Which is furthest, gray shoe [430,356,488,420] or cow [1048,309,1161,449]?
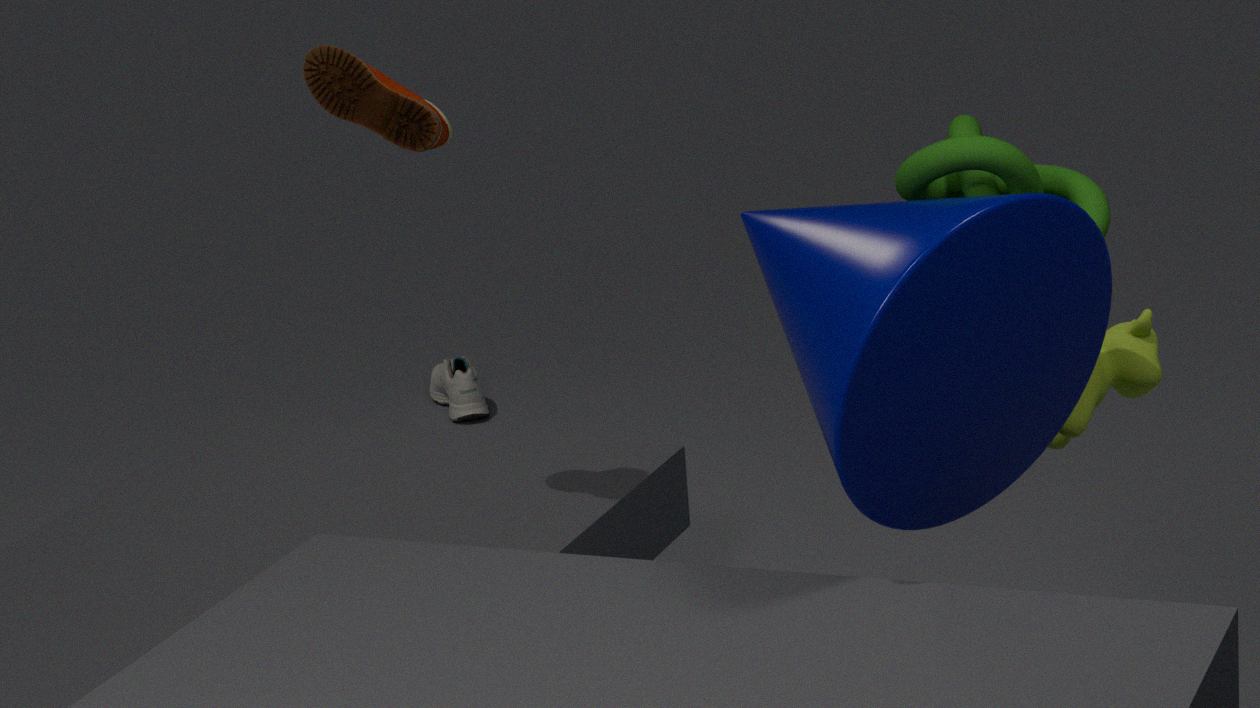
gray shoe [430,356,488,420]
